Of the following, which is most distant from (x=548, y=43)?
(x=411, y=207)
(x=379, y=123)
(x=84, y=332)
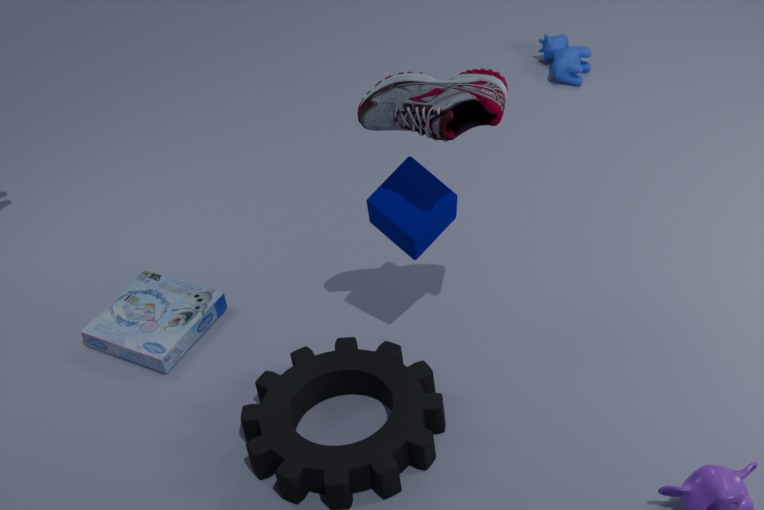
(x=84, y=332)
